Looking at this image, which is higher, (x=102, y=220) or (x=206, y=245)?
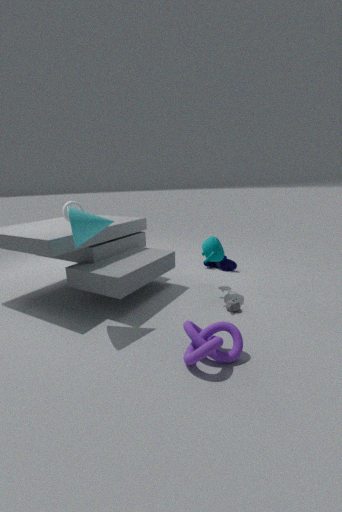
(x=102, y=220)
